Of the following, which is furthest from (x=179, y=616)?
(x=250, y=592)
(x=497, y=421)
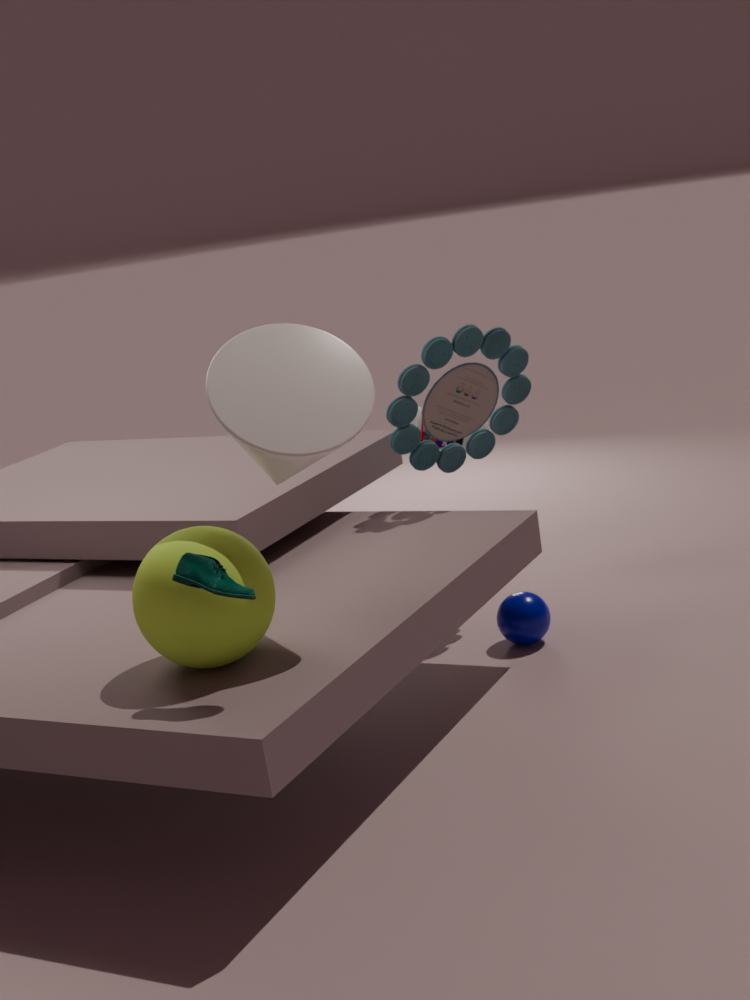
(x=497, y=421)
